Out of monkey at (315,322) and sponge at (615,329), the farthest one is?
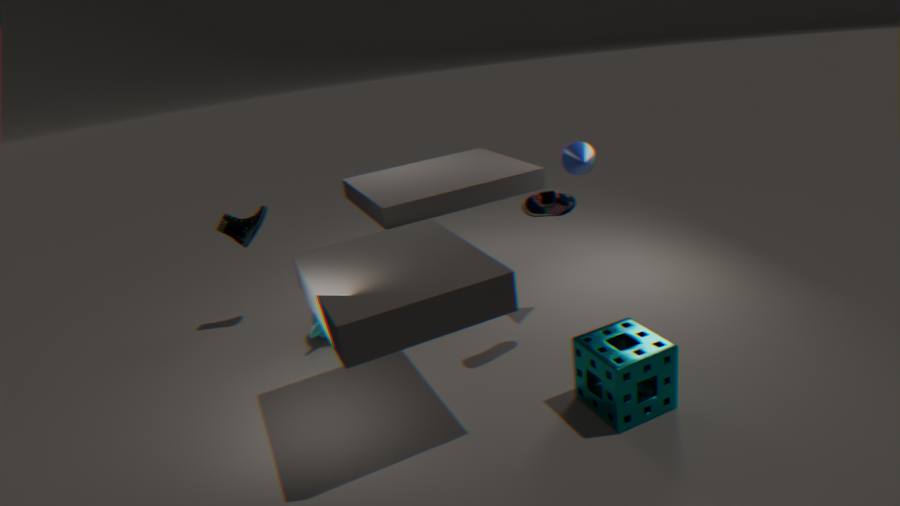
monkey at (315,322)
